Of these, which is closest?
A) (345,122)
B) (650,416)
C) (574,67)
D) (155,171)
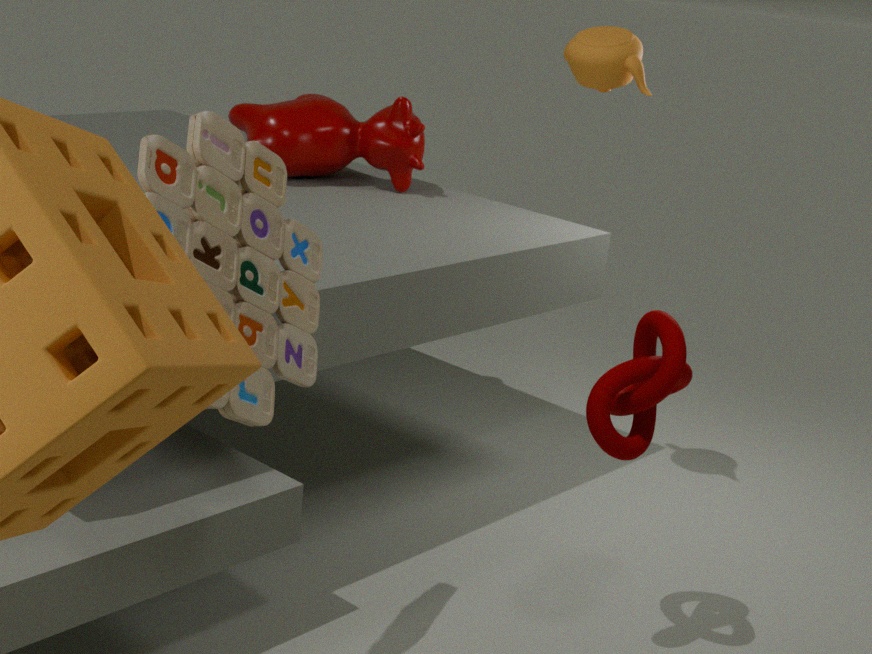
(155,171)
